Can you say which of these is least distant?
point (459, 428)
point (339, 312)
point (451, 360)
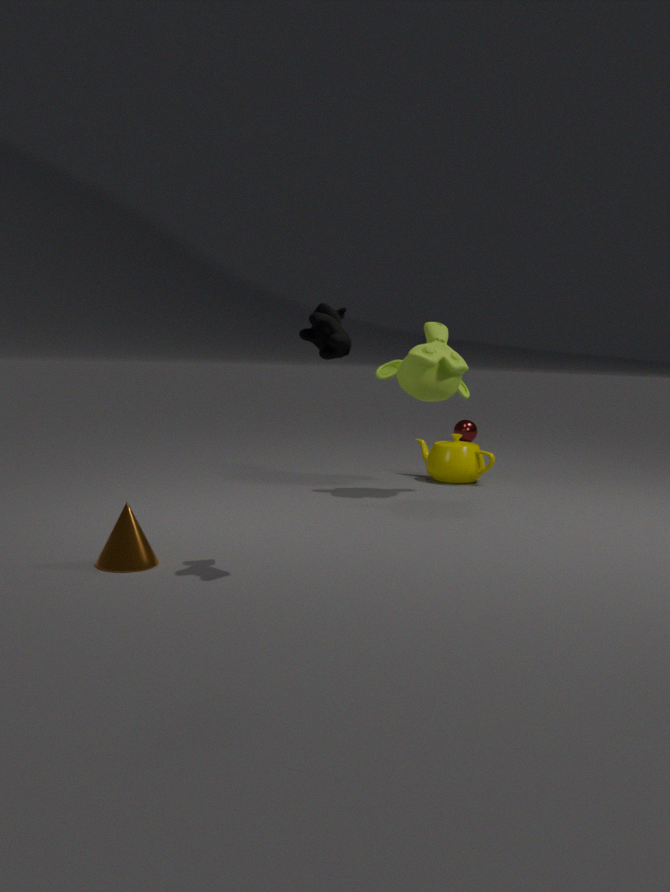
point (339, 312)
